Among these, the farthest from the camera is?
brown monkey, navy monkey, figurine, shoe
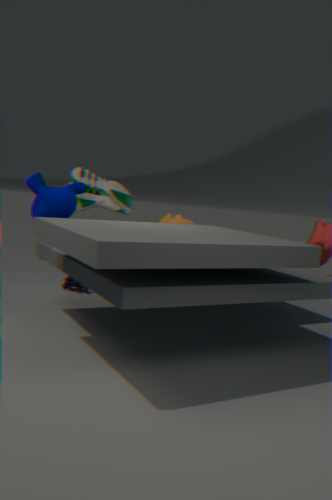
figurine
